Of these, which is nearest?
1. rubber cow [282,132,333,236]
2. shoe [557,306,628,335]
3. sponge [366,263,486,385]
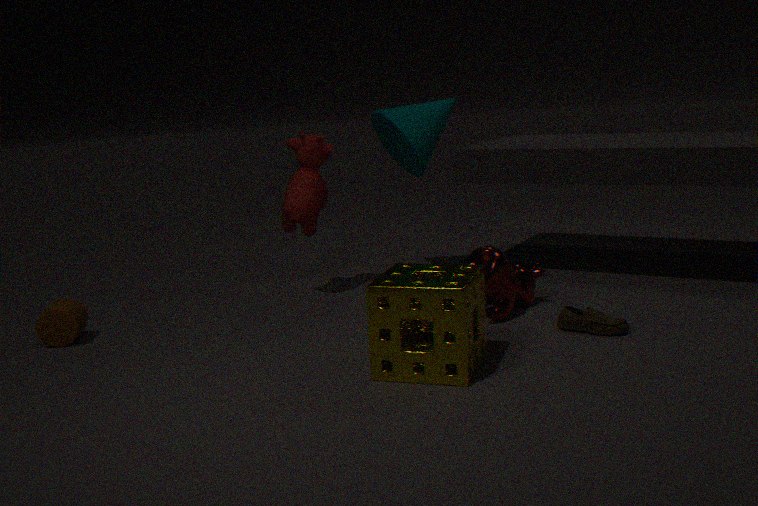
sponge [366,263,486,385]
